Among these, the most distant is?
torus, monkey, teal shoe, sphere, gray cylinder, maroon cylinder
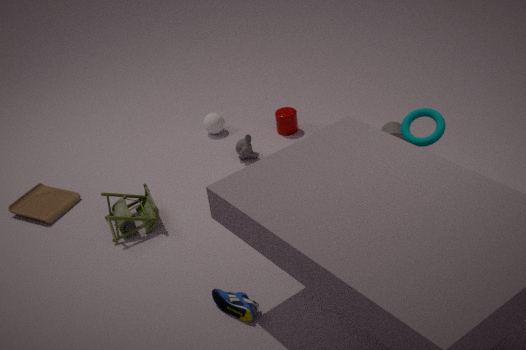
sphere
